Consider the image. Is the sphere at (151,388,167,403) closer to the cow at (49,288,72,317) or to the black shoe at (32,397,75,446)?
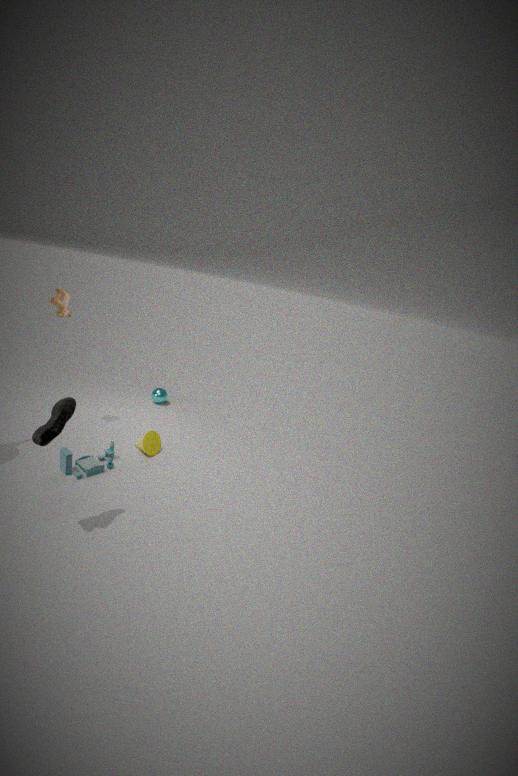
the cow at (49,288,72,317)
